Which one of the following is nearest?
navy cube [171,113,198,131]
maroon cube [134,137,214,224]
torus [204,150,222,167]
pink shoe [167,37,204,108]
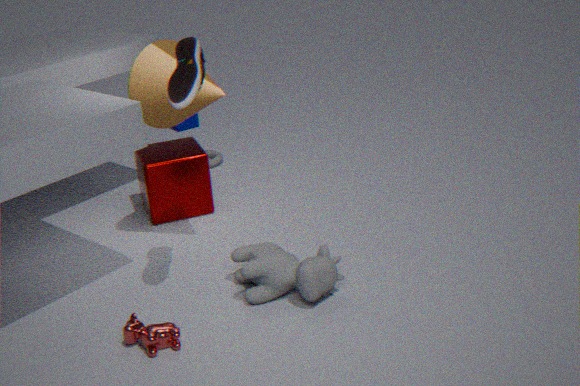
pink shoe [167,37,204,108]
